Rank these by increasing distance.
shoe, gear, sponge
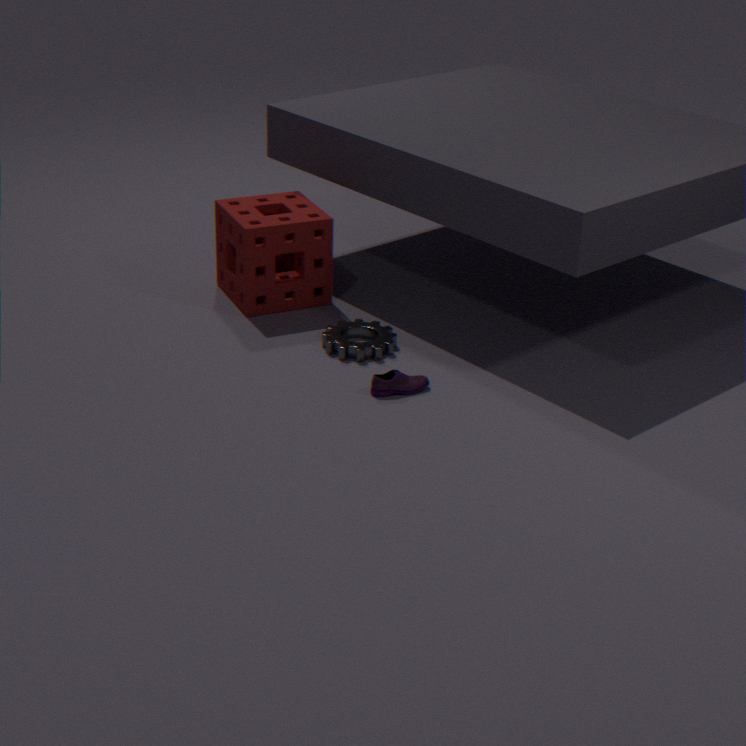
shoe, gear, sponge
